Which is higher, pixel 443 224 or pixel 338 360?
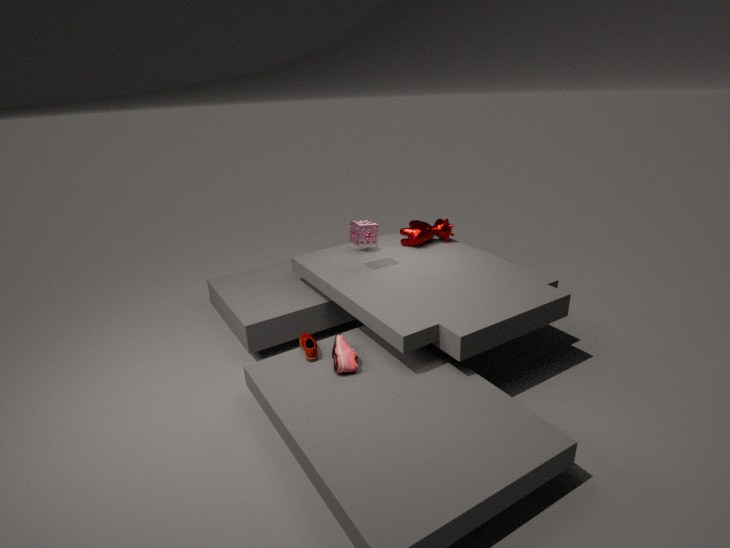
pixel 443 224
